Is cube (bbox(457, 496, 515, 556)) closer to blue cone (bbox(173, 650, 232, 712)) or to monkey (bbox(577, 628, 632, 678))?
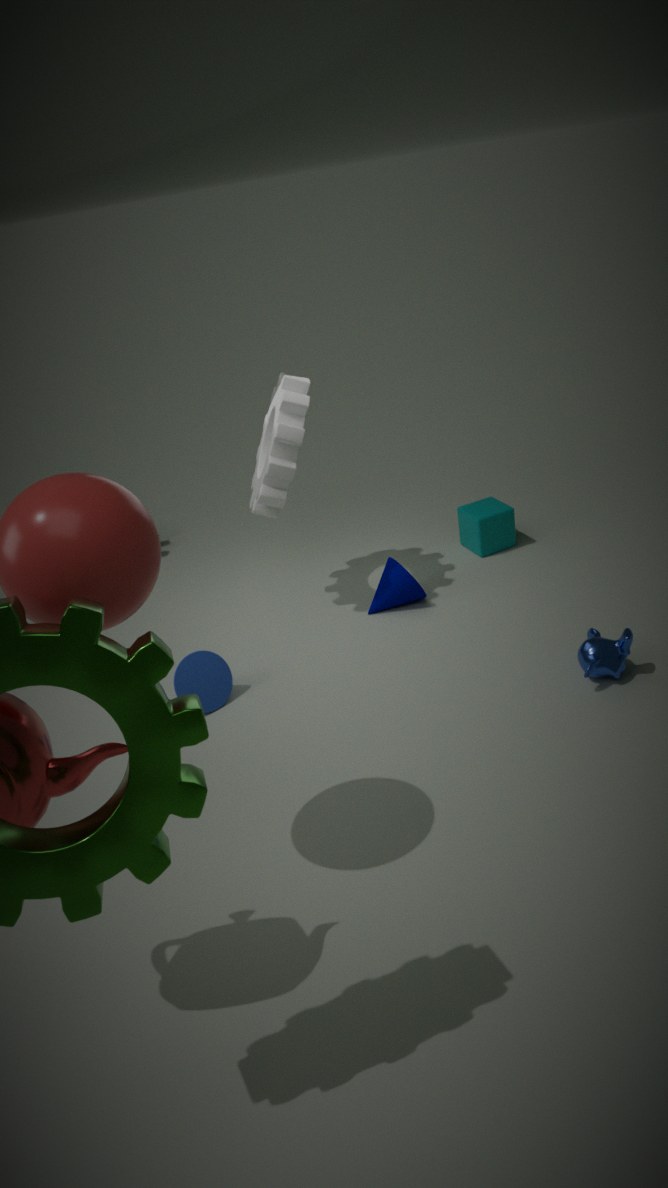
monkey (bbox(577, 628, 632, 678))
